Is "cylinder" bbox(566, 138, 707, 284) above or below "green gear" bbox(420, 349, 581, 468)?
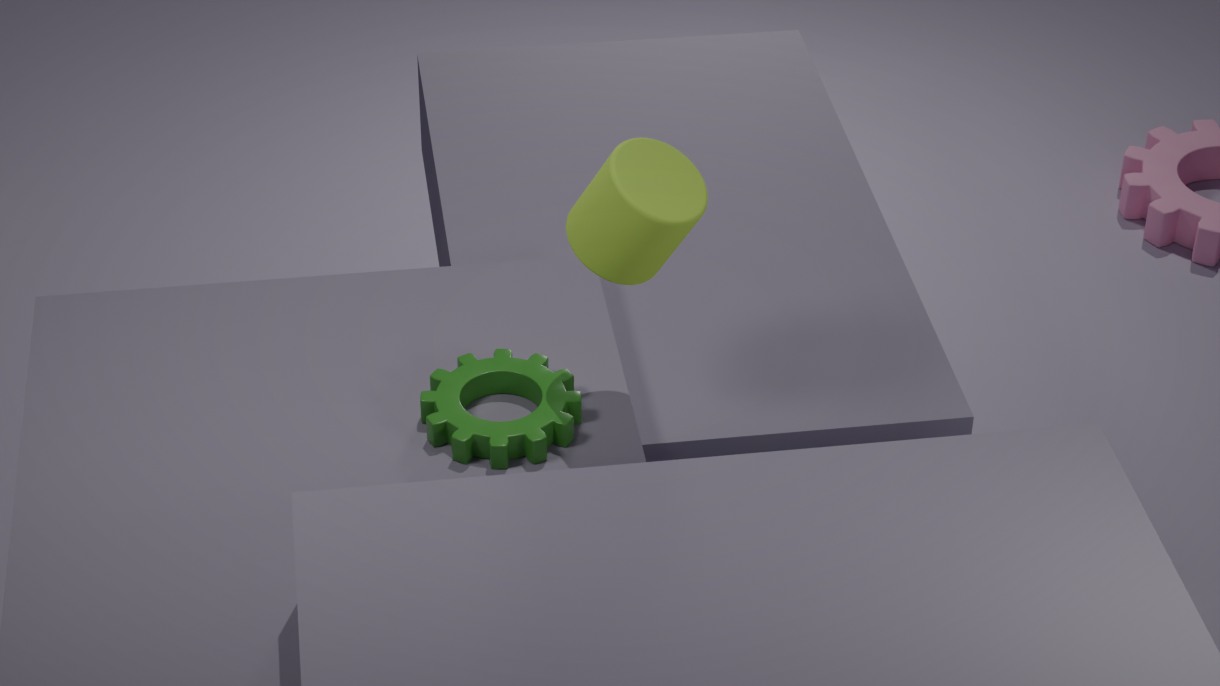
above
